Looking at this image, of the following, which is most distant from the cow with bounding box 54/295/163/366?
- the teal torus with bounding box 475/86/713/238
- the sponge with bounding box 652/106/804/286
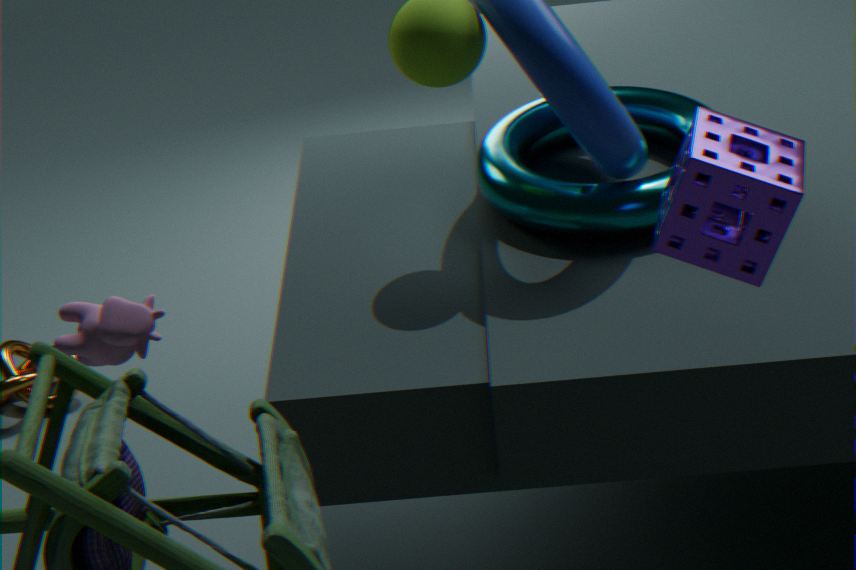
the sponge with bounding box 652/106/804/286
